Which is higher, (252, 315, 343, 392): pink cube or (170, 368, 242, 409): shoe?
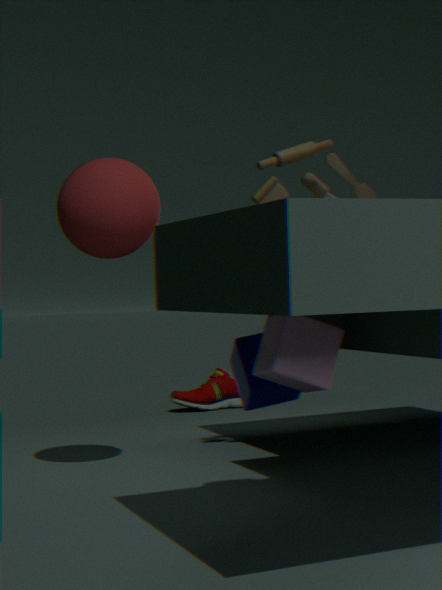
(252, 315, 343, 392): pink cube
